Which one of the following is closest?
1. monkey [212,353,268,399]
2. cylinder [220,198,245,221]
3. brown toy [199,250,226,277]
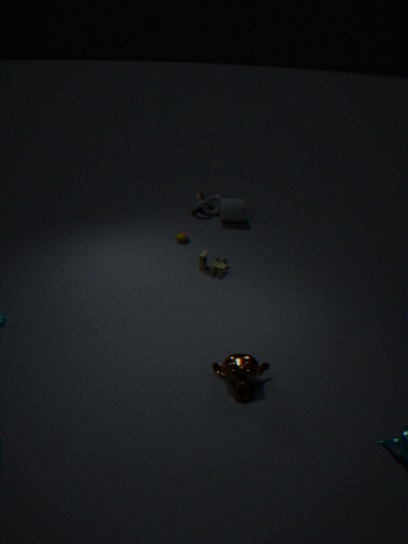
monkey [212,353,268,399]
